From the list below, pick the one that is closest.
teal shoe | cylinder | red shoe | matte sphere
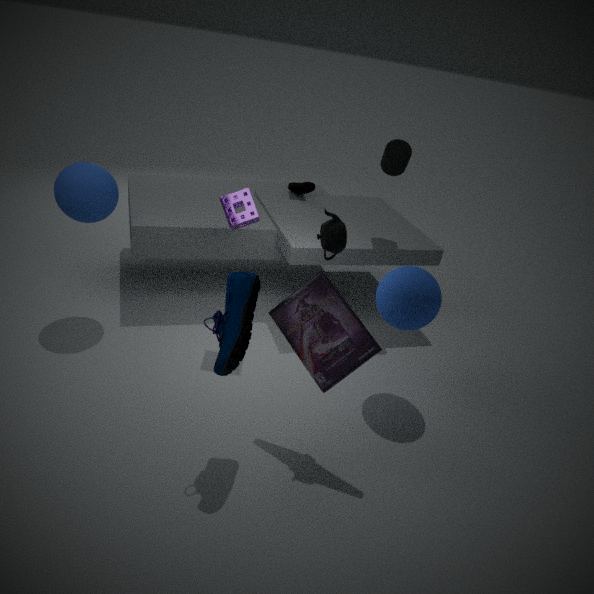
teal shoe
